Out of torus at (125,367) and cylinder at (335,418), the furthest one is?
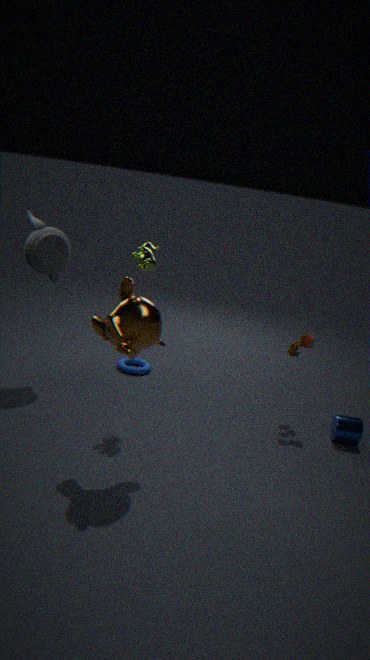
torus at (125,367)
